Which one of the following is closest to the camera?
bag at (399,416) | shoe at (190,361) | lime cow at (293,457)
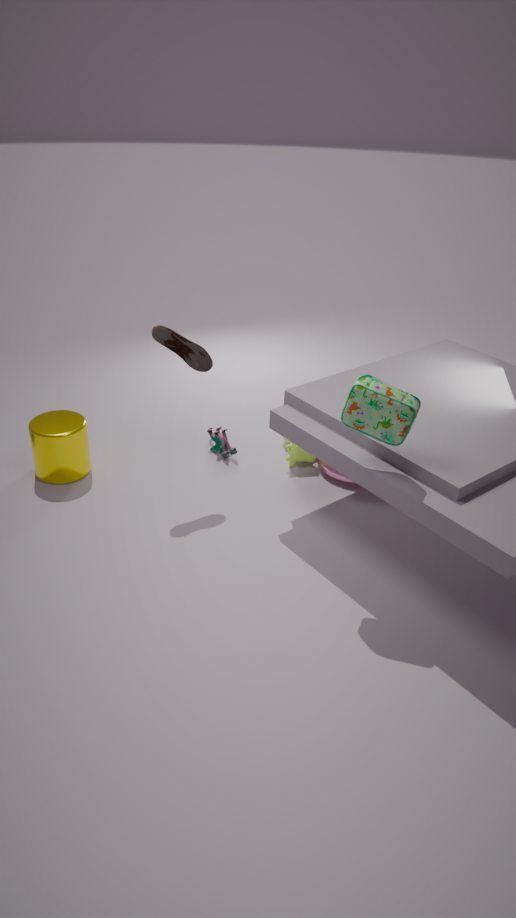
bag at (399,416)
